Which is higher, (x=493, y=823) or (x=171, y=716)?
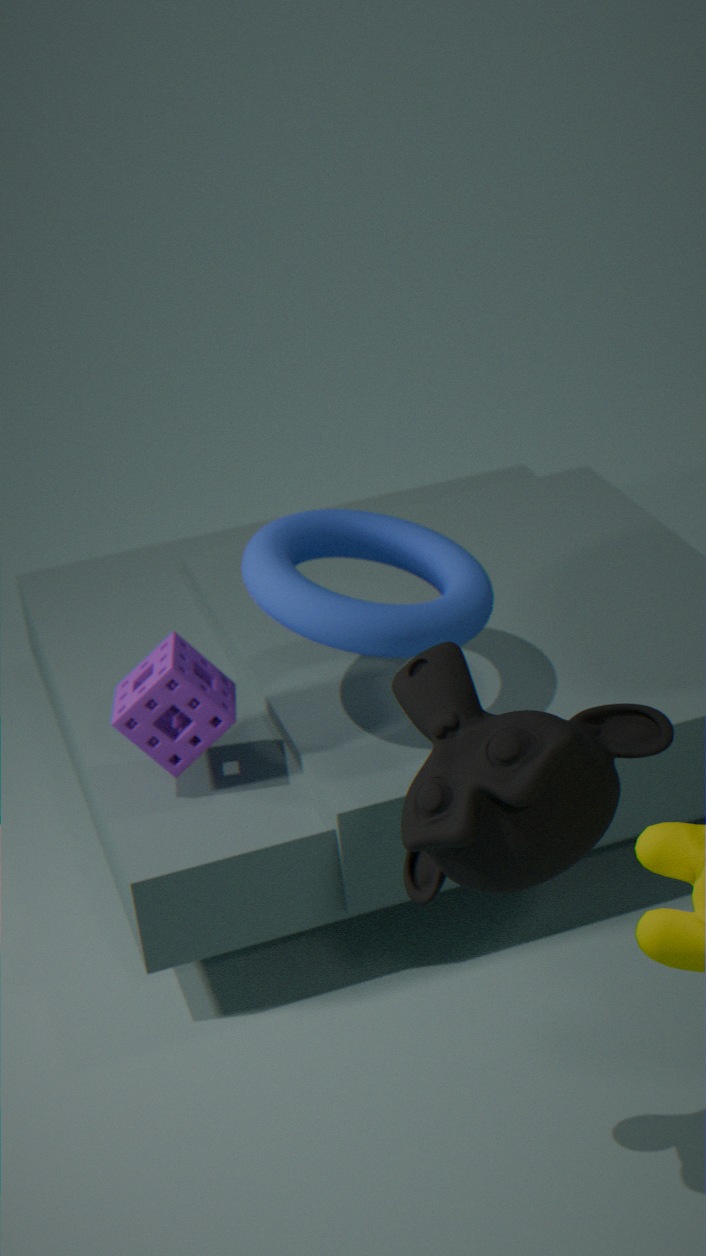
(x=493, y=823)
